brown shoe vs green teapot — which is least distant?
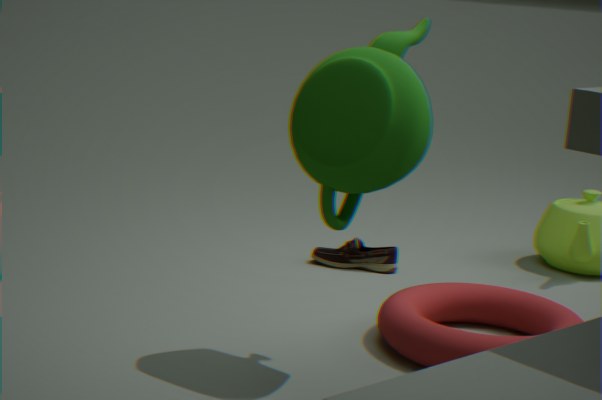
green teapot
